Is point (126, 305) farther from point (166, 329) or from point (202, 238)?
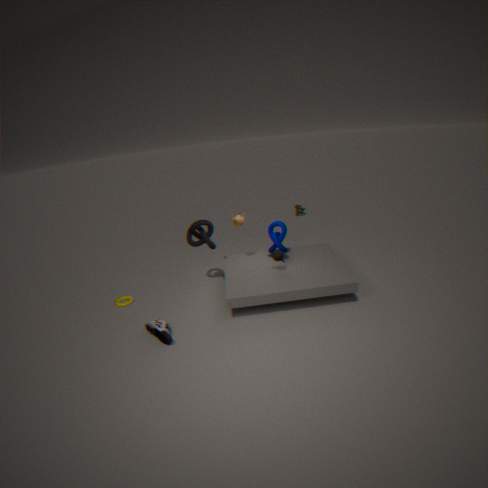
point (202, 238)
